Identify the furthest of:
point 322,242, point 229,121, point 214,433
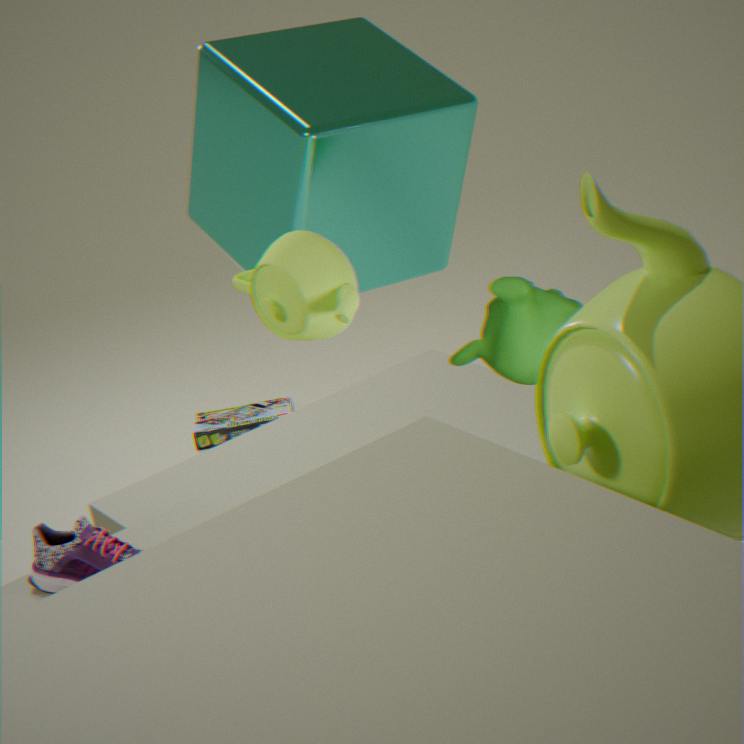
point 214,433
